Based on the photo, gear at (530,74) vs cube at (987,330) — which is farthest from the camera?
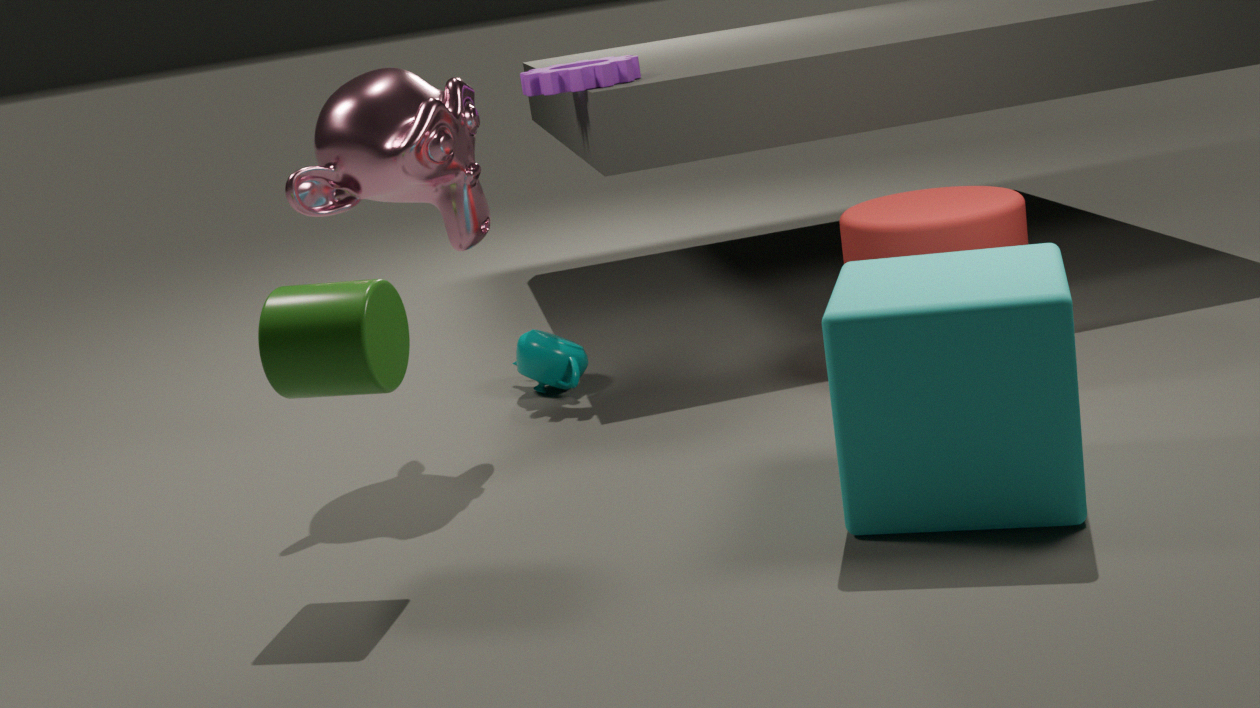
gear at (530,74)
